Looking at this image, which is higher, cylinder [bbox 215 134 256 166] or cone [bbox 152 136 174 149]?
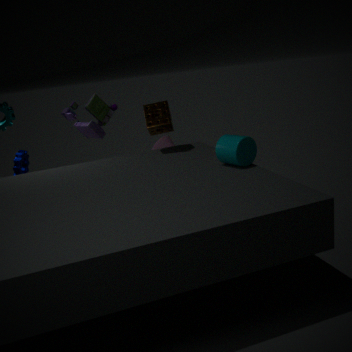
cylinder [bbox 215 134 256 166]
